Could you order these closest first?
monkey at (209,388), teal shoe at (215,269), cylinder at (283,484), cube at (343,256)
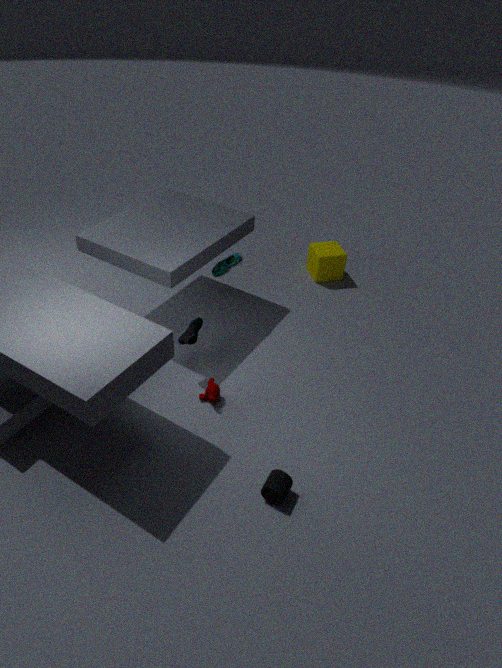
cylinder at (283,484), monkey at (209,388), teal shoe at (215,269), cube at (343,256)
